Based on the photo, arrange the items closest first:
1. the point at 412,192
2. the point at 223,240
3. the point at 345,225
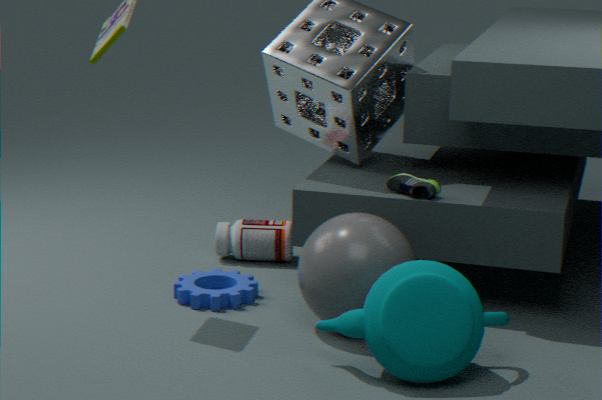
the point at 345,225 → the point at 412,192 → the point at 223,240
